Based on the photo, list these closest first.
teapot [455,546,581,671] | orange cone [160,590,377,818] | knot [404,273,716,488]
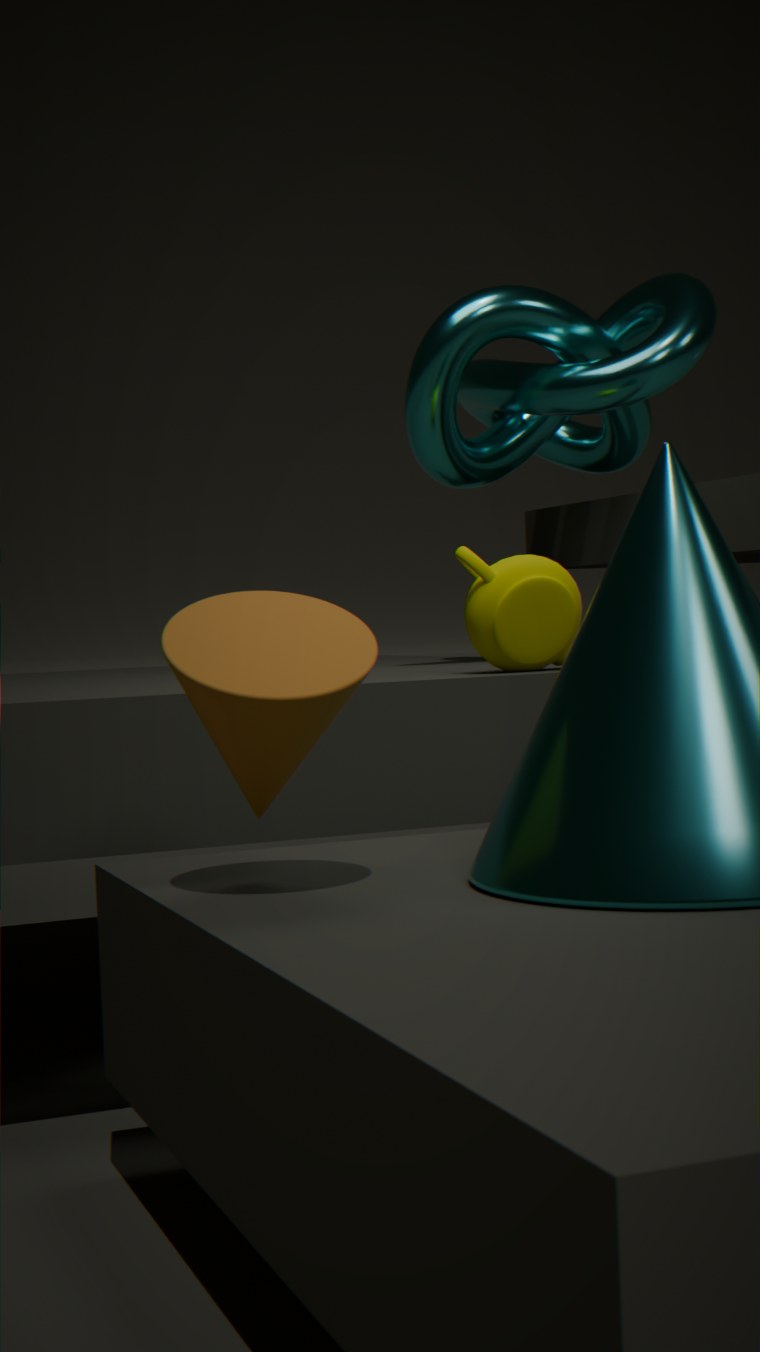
orange cone [160,590,377,818]
teapot [455,546,581,671]
knot [404,273,716,488]
